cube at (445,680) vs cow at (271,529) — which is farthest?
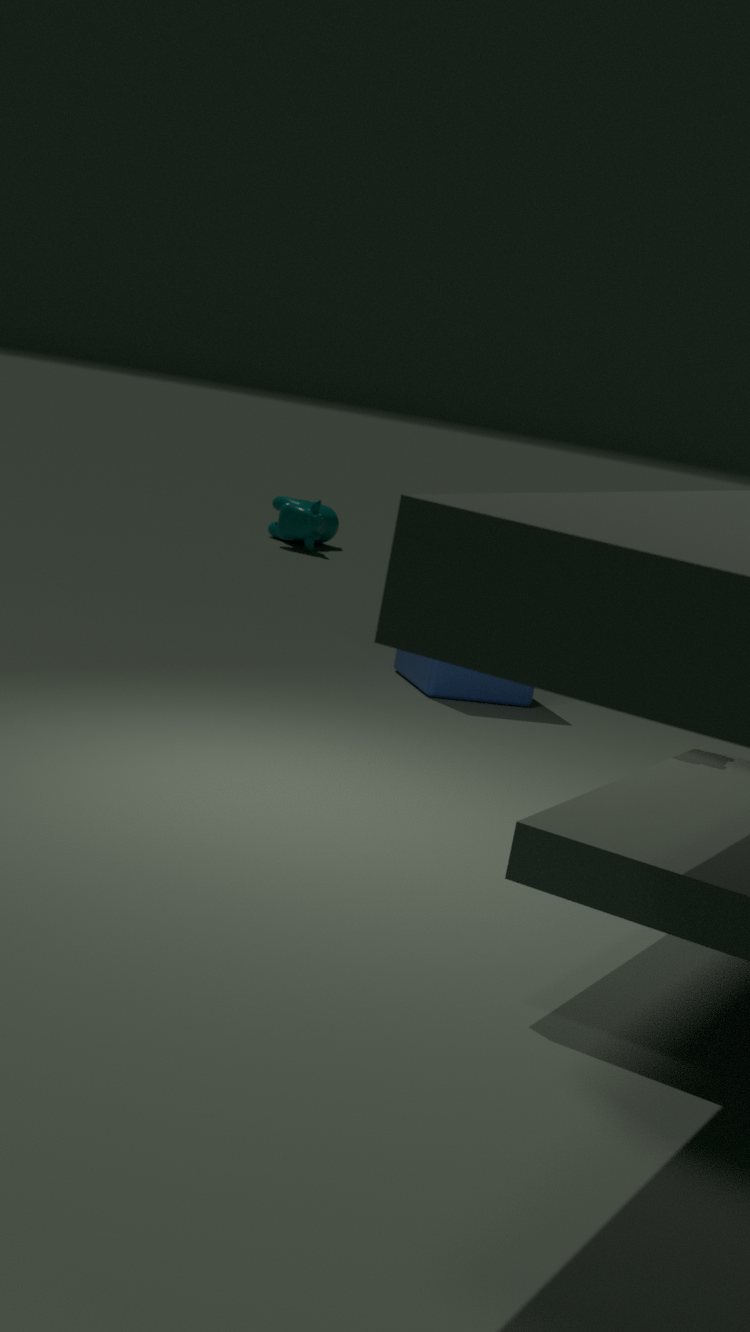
cow at (271,529)
